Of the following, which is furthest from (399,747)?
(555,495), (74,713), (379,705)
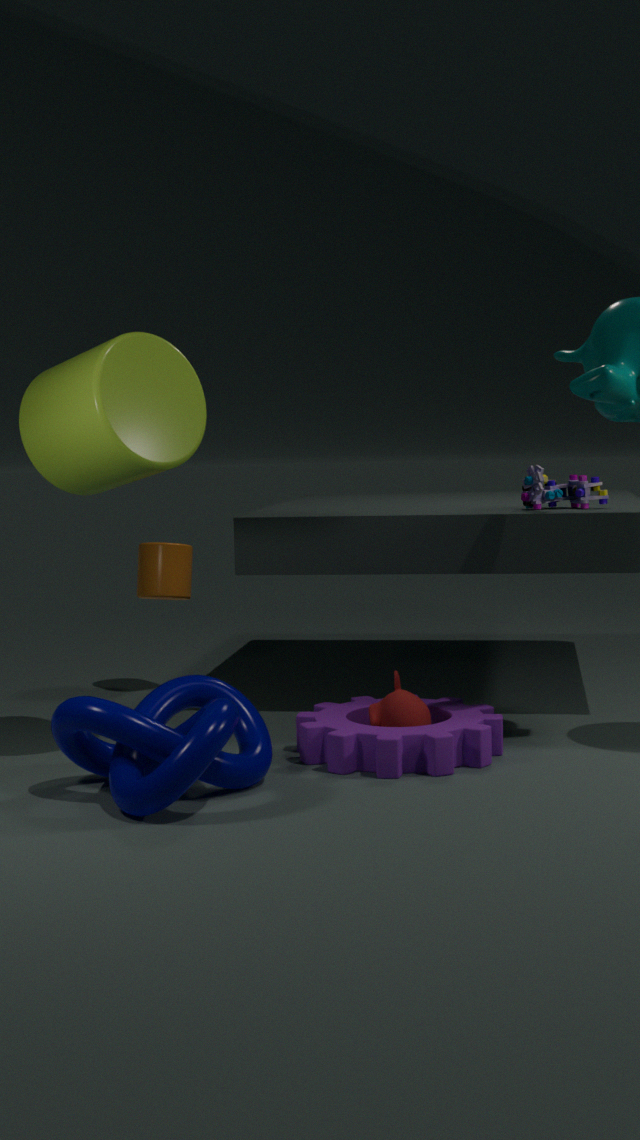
(555,495)
